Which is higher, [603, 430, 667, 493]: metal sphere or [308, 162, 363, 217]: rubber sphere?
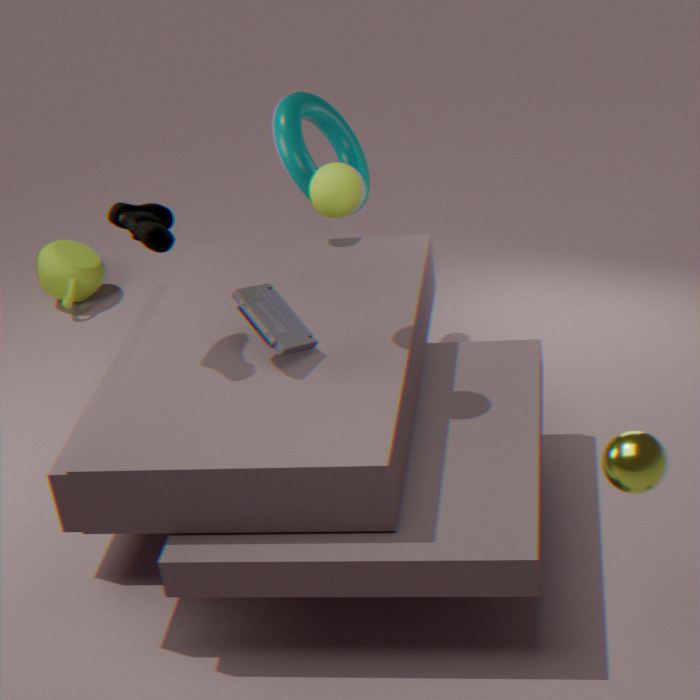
[308, 162, 363, 217]: rubber sphere
